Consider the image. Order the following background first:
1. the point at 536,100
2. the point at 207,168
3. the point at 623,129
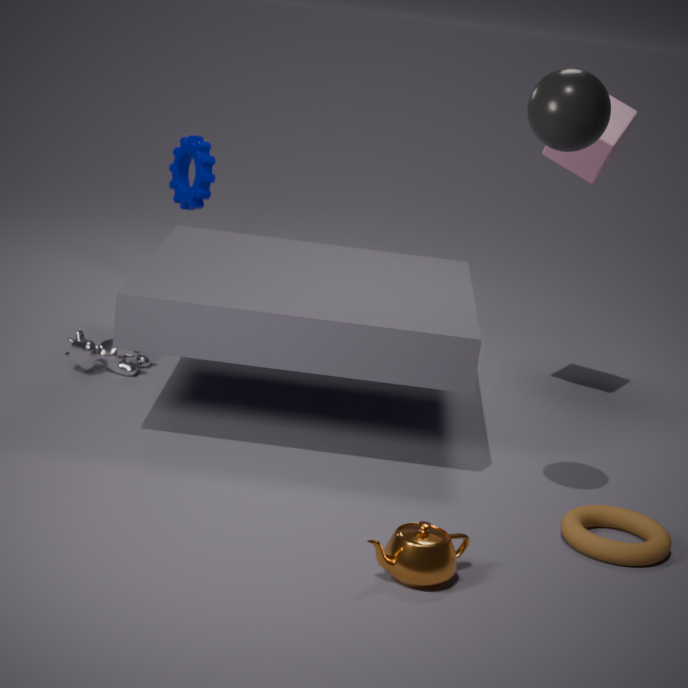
the point at 207,168, the point at 623,129, the point at 536,100
